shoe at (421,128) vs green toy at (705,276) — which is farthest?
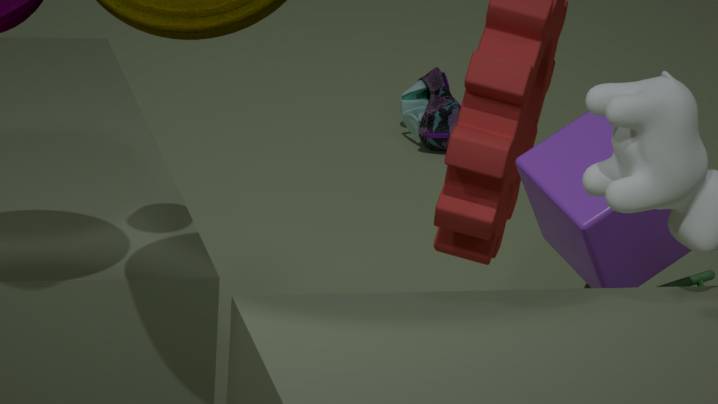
shoe at (421,128)
